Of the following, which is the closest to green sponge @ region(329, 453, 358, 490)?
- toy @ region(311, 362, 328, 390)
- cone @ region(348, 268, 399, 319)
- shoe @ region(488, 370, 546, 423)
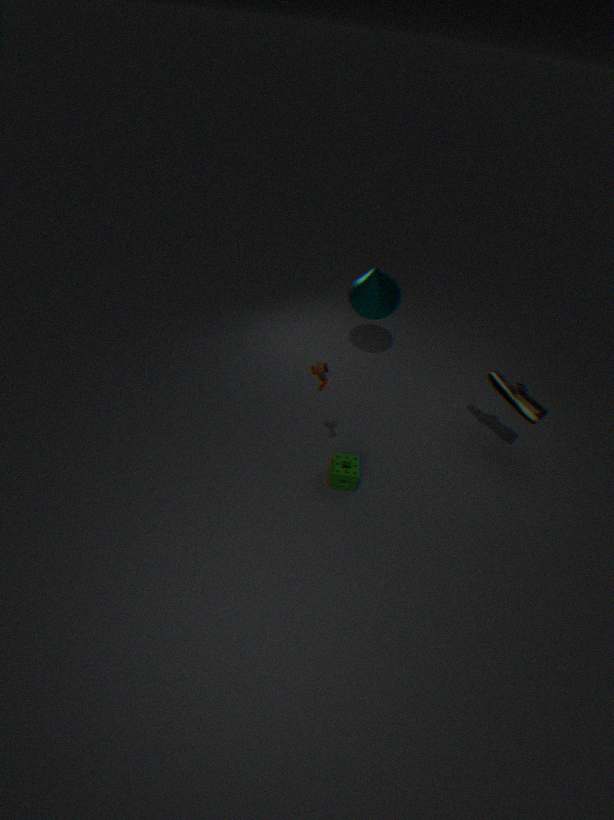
toy @ region(311, 362, 328, 390)
